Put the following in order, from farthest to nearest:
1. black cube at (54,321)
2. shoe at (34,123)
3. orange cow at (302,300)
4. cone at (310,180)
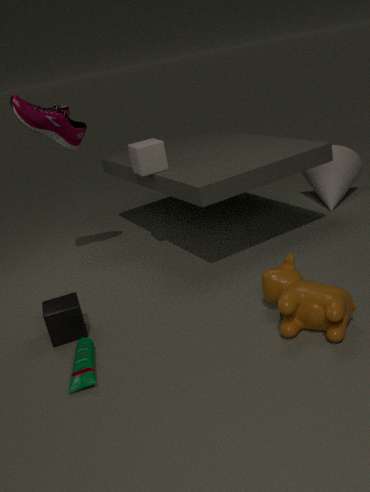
cone at (310,180), shoe at (34,123), black cube at (54,321), orange cow at (302,300)
